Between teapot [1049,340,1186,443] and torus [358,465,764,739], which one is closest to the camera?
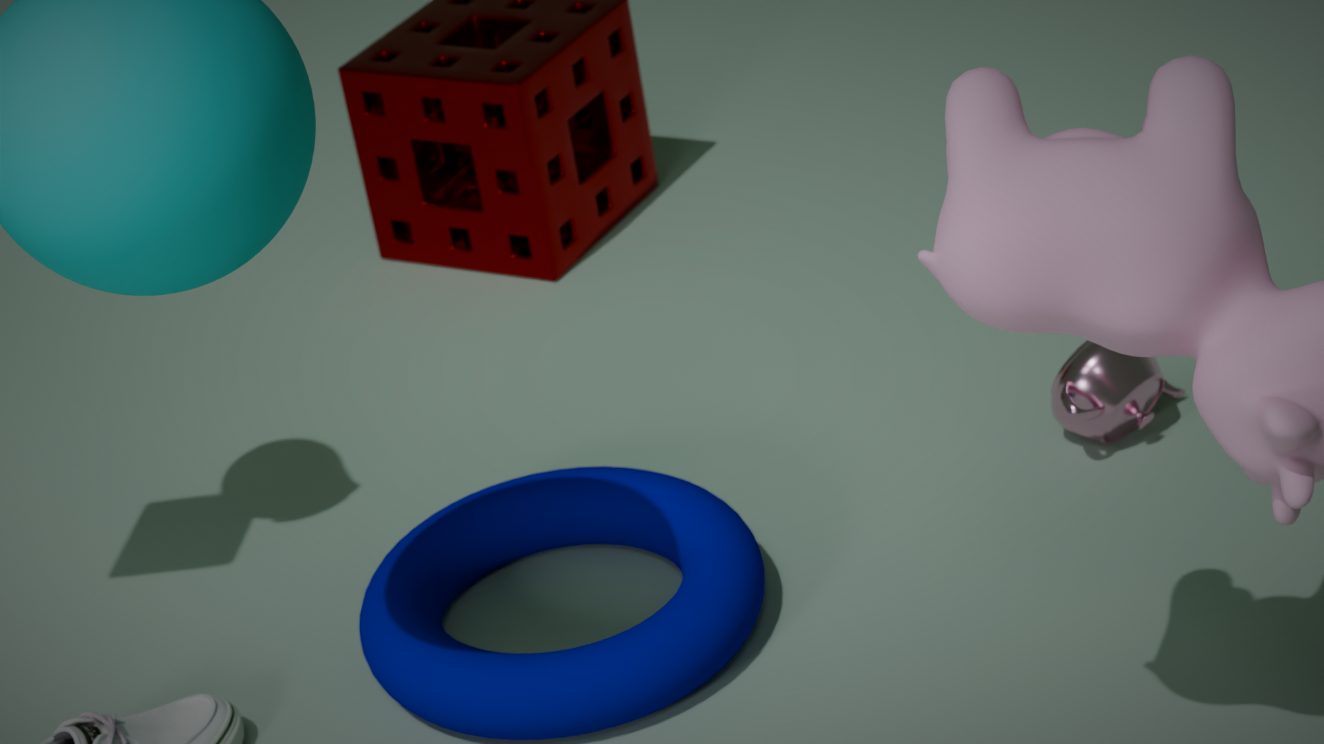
torus [358,465,764,739]
